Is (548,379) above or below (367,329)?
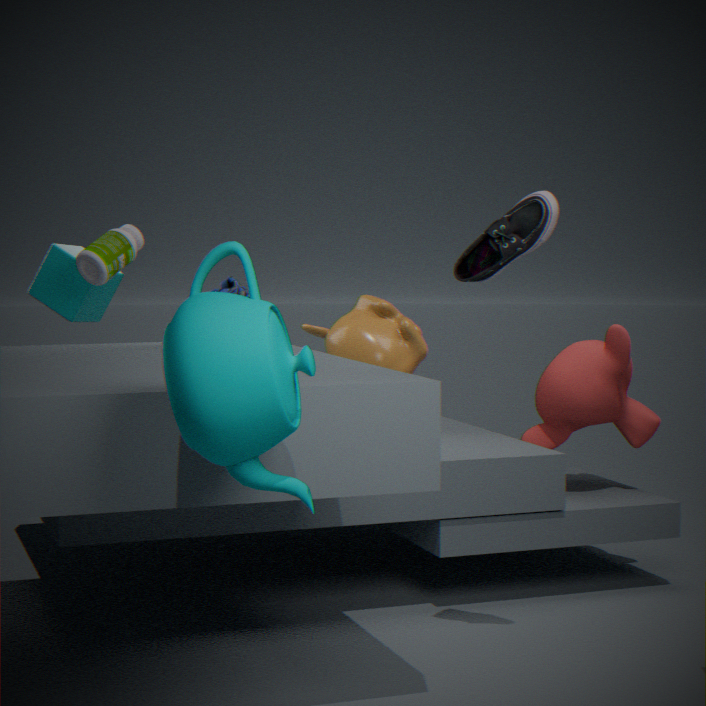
below
